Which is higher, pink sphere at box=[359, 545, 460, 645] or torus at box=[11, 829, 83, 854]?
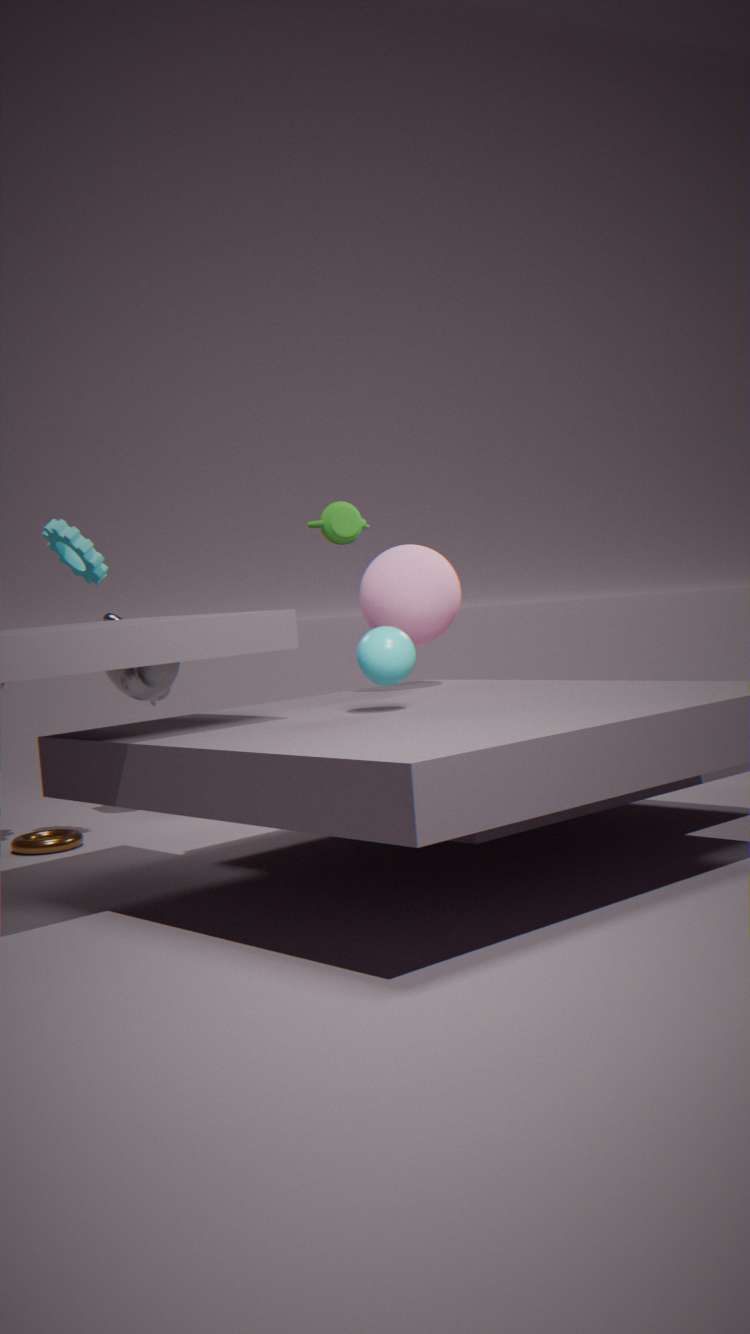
pink sphere at box=[359, 545, 460, 645]
